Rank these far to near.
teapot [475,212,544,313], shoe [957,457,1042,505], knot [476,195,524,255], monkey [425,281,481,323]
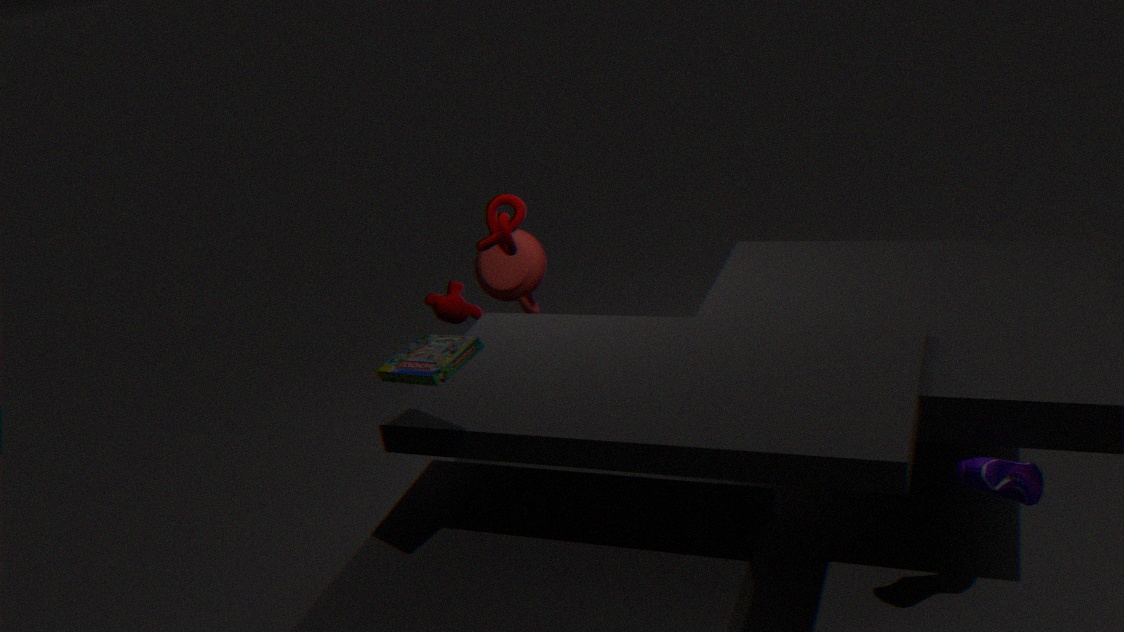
1. teapot [475,212,544,313]
2. monkey [425,281,481,323]
3. knot [476,195,524,255]
4. shoe [957,457,1042,505]
